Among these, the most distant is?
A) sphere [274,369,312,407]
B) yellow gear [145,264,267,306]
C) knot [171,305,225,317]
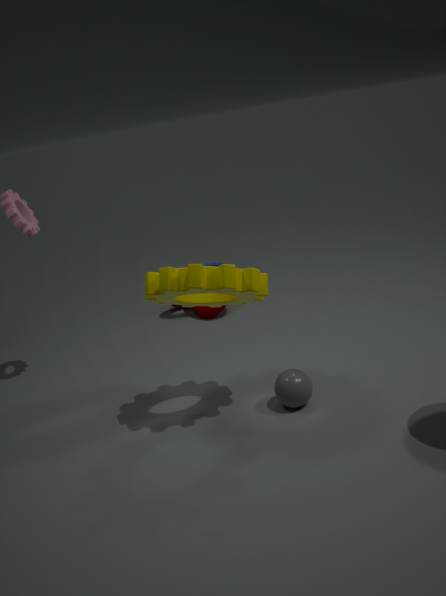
knot [171,305,225,317]
